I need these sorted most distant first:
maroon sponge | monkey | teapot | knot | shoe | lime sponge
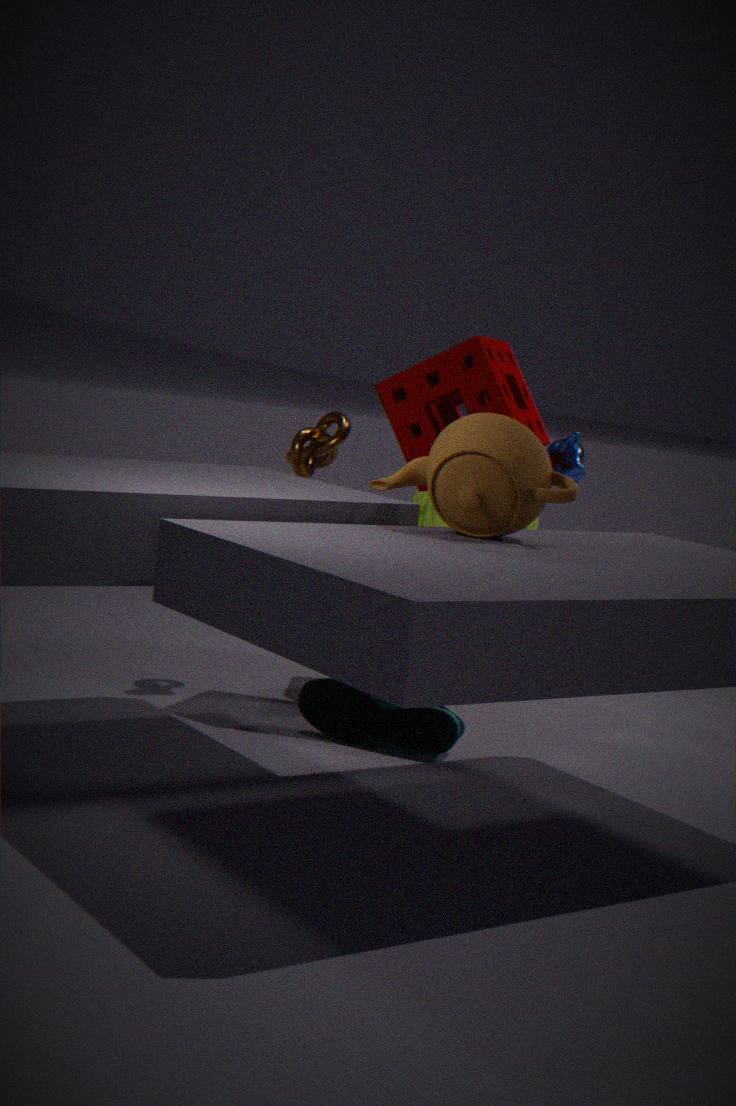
monkey
lime sponge
knot
maroon sponge
shoe
teapot
